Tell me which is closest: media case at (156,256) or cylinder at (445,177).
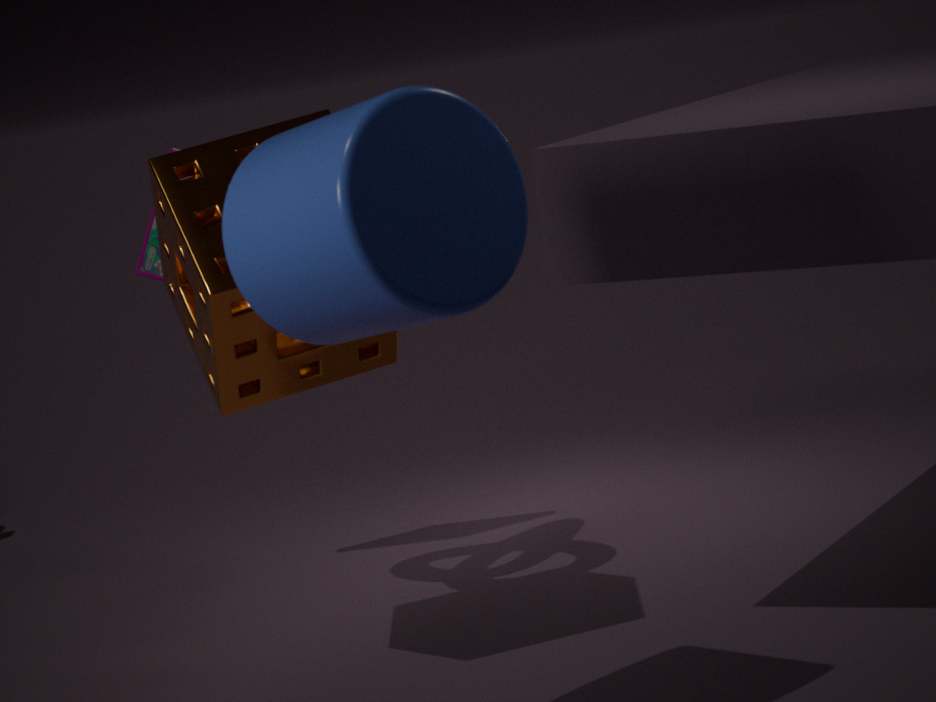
cylinder at (445,177)
